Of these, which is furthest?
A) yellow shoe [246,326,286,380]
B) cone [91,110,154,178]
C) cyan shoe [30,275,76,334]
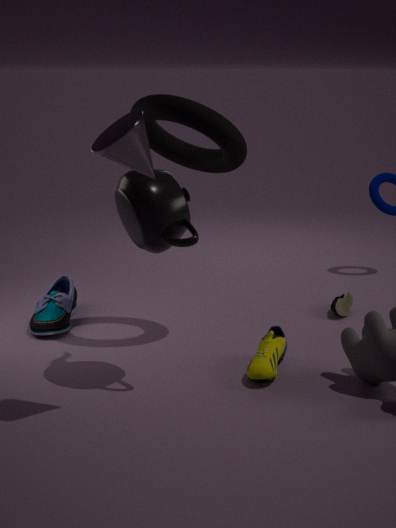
cyan shoe [30,275,76,334]
